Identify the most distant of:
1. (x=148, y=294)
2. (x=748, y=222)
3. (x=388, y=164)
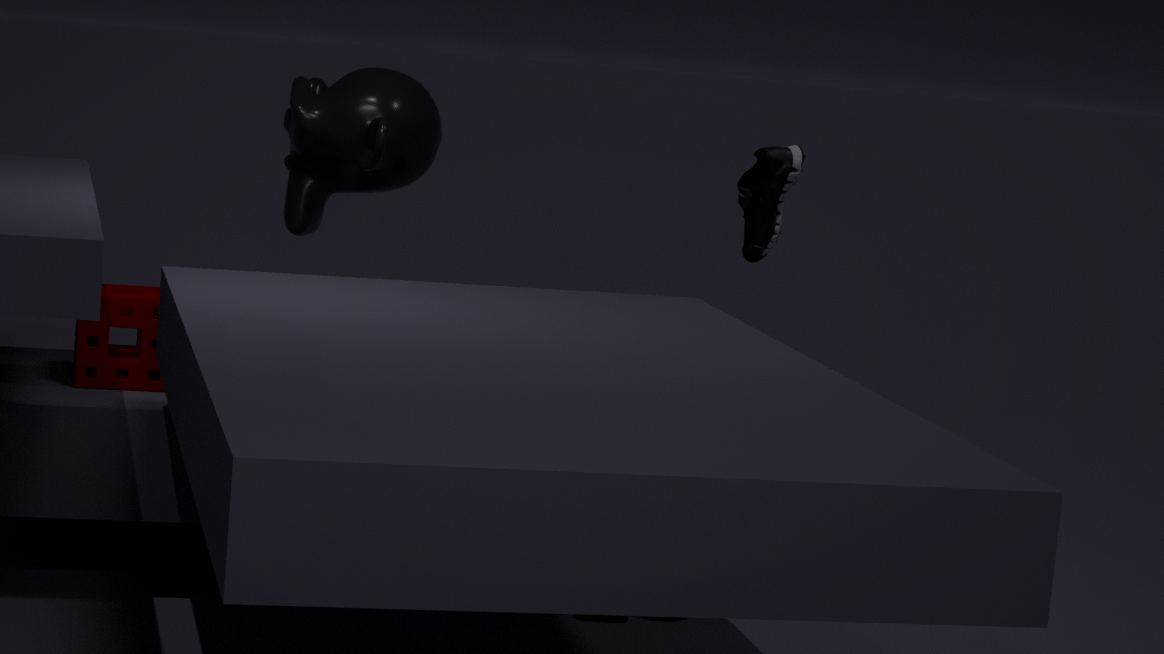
(x=748, y=222)
